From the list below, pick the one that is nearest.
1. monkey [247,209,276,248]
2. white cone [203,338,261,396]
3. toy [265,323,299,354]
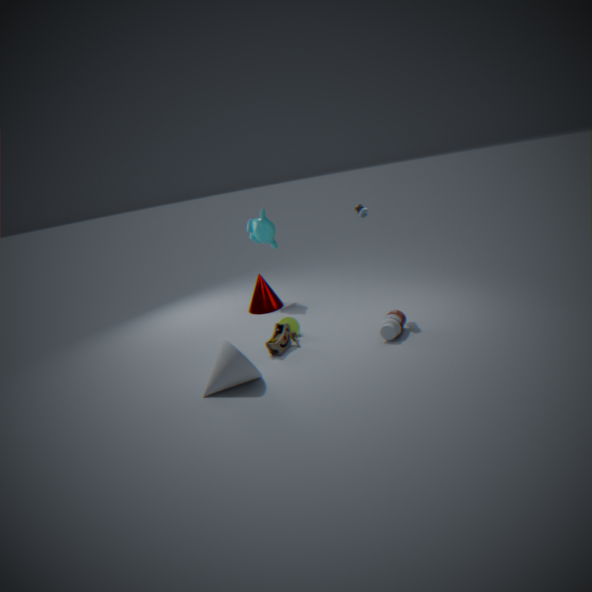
white cone [203,338,261,396]
